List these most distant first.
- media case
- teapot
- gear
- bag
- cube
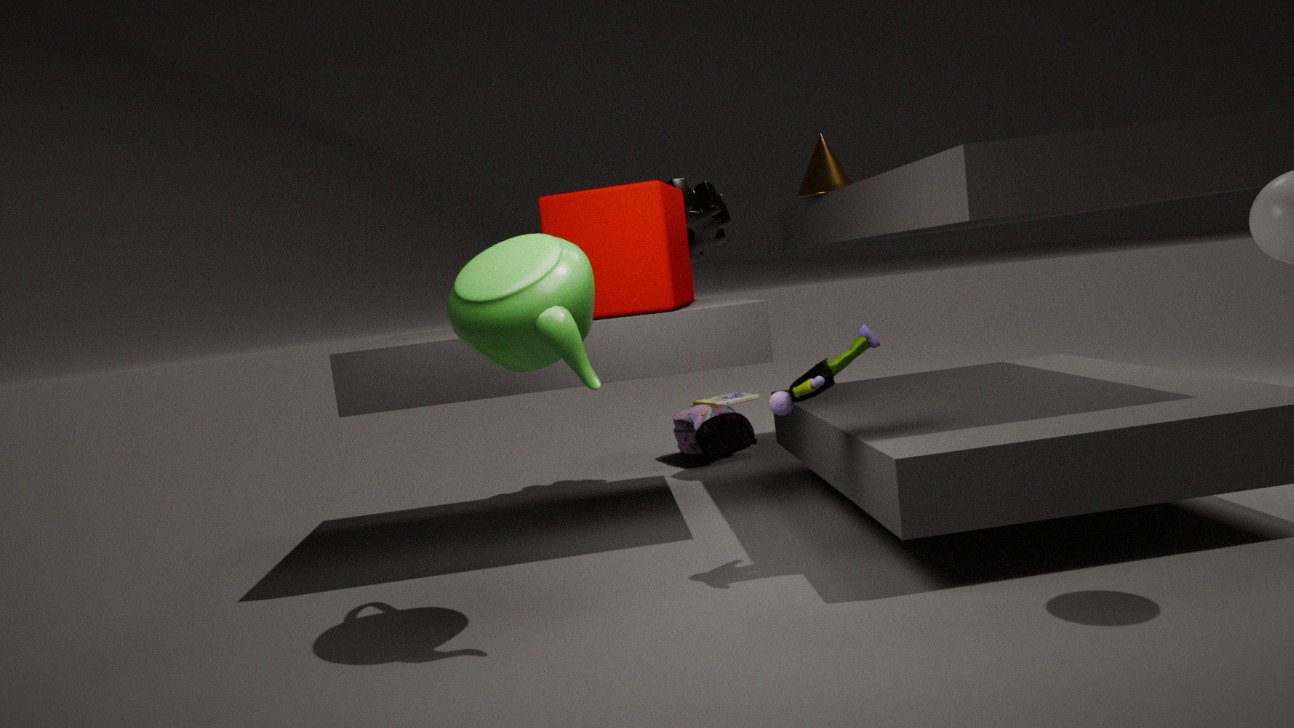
media case < bag < gear < cube < teapot
